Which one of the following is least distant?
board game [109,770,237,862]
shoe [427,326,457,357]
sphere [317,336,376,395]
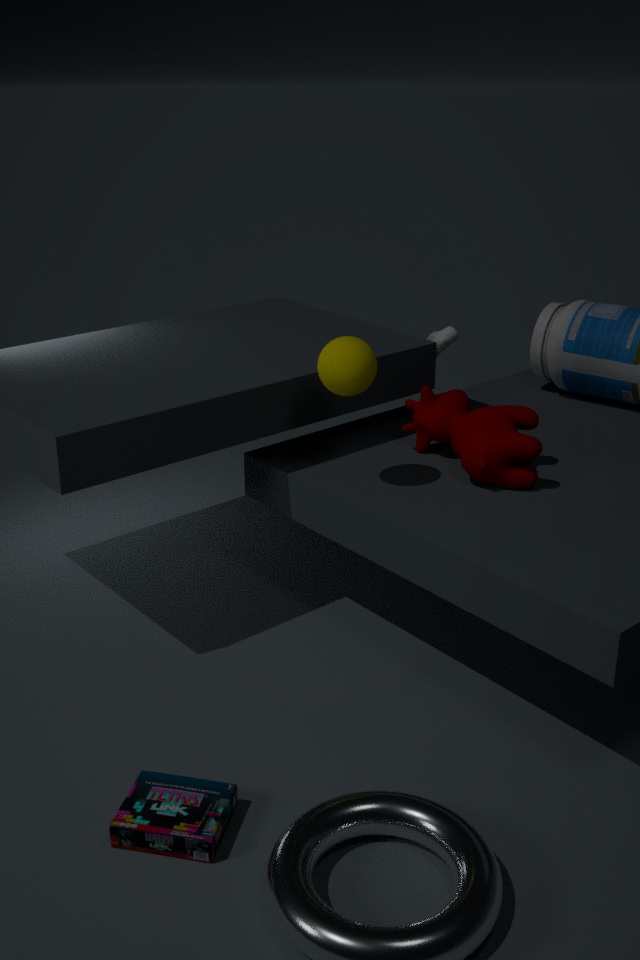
board game [109,770,237,862]
